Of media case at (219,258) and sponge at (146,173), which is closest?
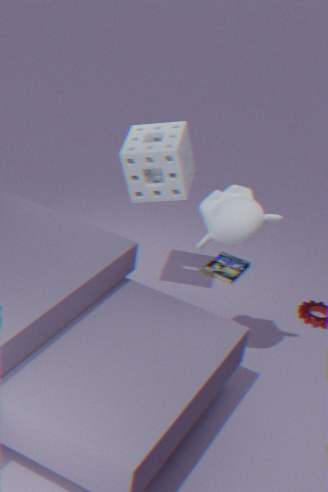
sponge at (146,173)
